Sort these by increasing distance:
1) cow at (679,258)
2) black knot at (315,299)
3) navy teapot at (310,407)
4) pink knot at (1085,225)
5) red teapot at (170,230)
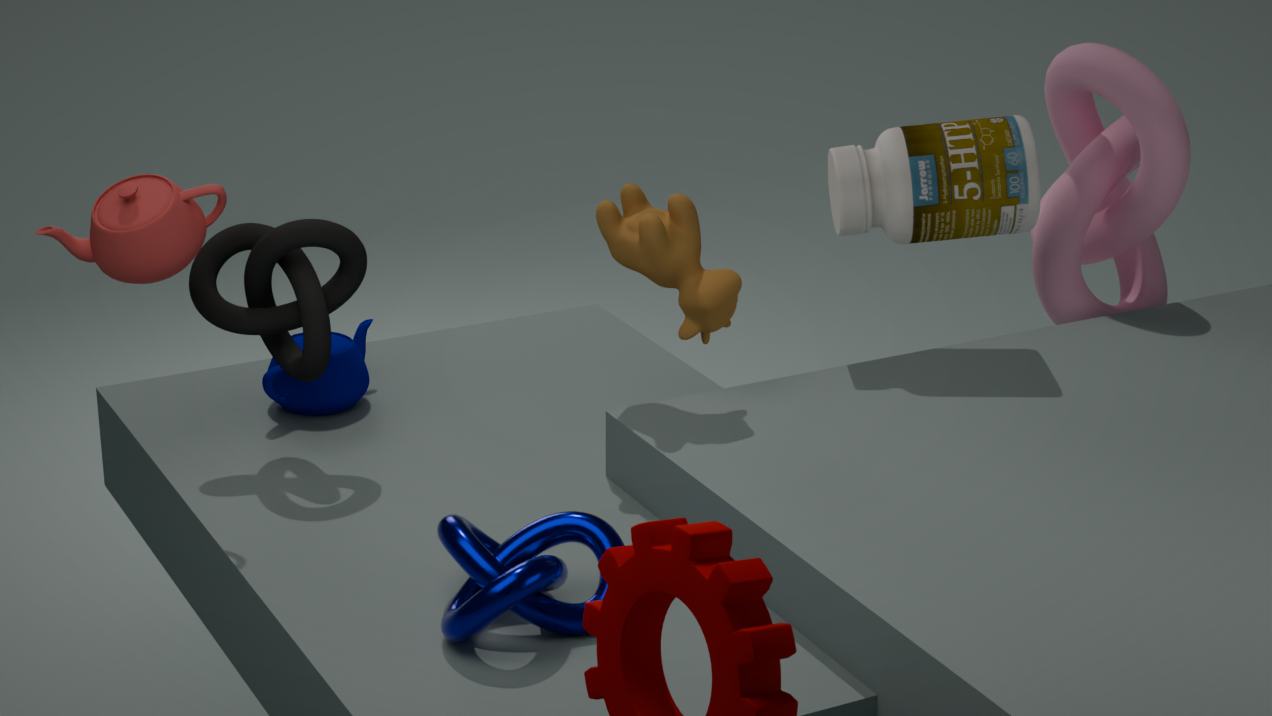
5. red teapot at (170,230) → 1. cow at (679,258) → 2. black knot at (315,299) → 3. navy teapot at (310,407) → 4. pink knot at (1085,225)
